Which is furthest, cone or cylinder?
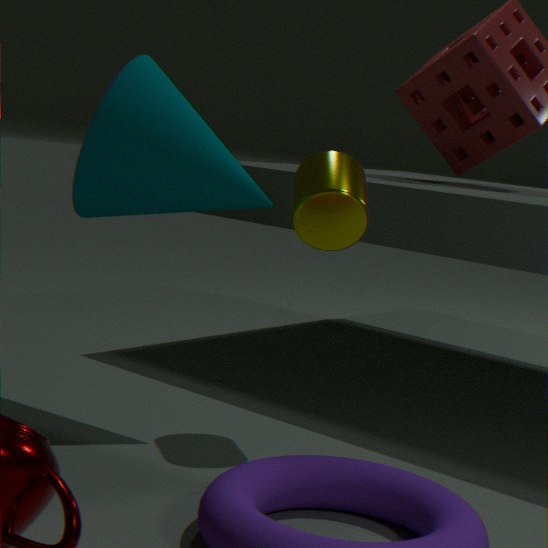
cylinder
